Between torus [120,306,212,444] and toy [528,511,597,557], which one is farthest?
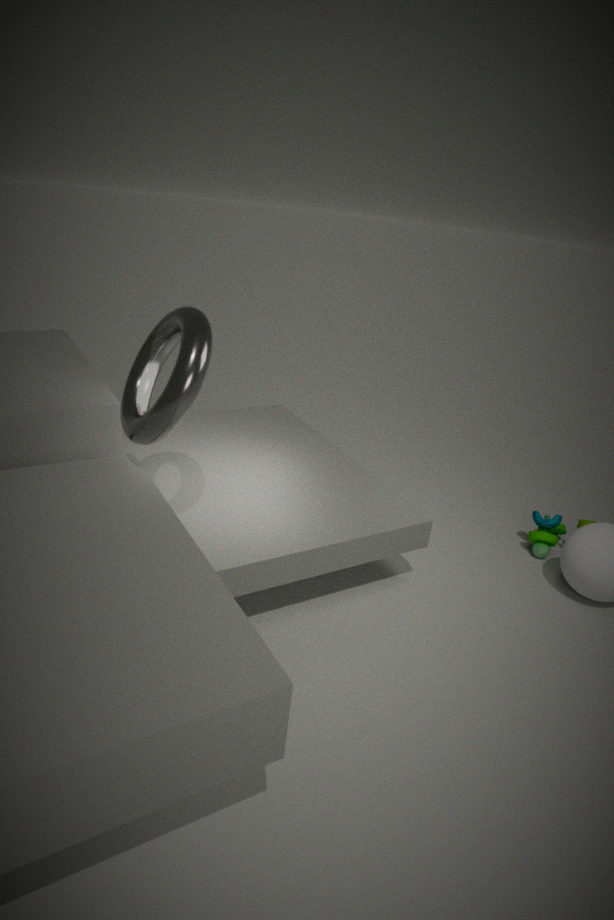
toy [528,511,597,557]
